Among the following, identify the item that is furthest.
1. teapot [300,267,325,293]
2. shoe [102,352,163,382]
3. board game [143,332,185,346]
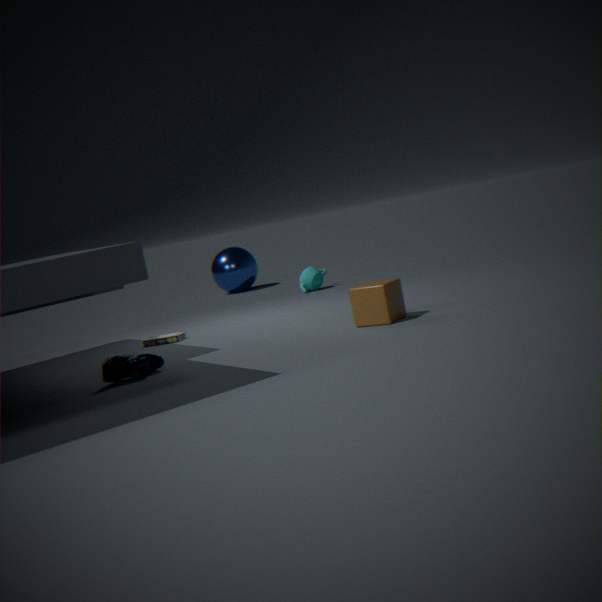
teapot [300,267,325,293]
